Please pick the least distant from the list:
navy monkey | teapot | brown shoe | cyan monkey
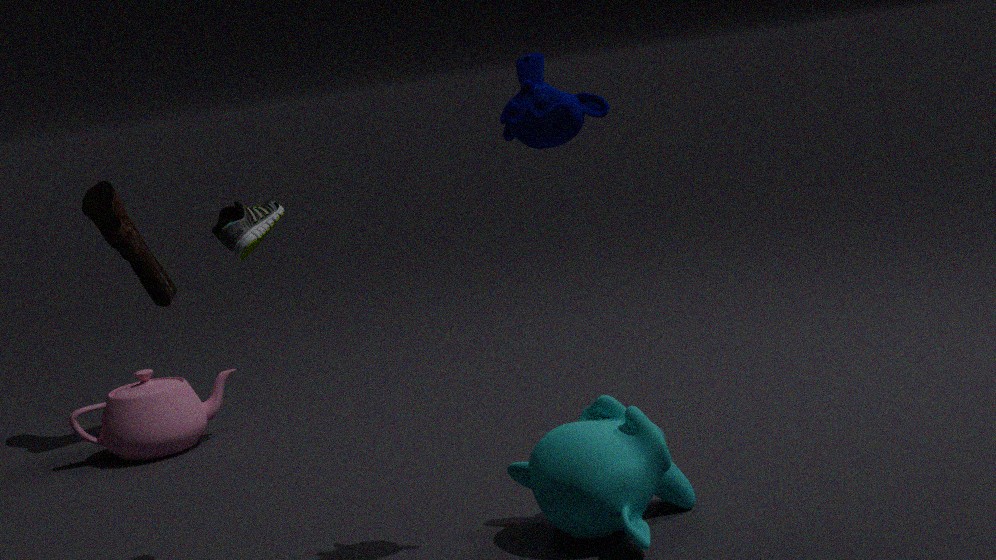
navy monkey
